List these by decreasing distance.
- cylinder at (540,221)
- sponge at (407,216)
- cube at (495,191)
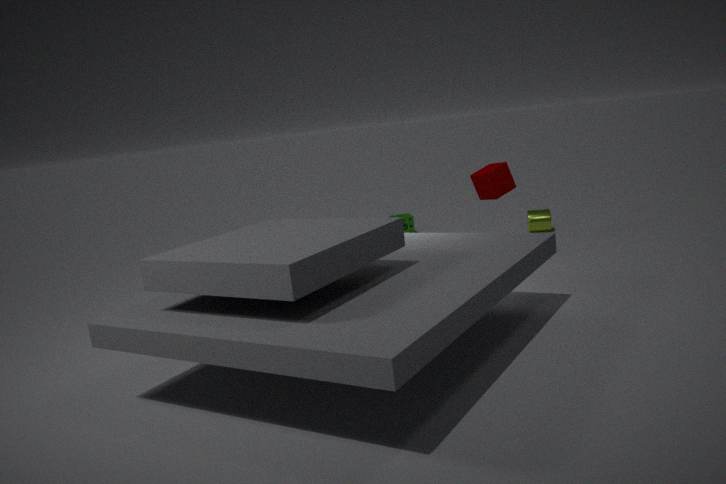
sponge at (407,216), cylinder at (540,221), cube at (495,191)
